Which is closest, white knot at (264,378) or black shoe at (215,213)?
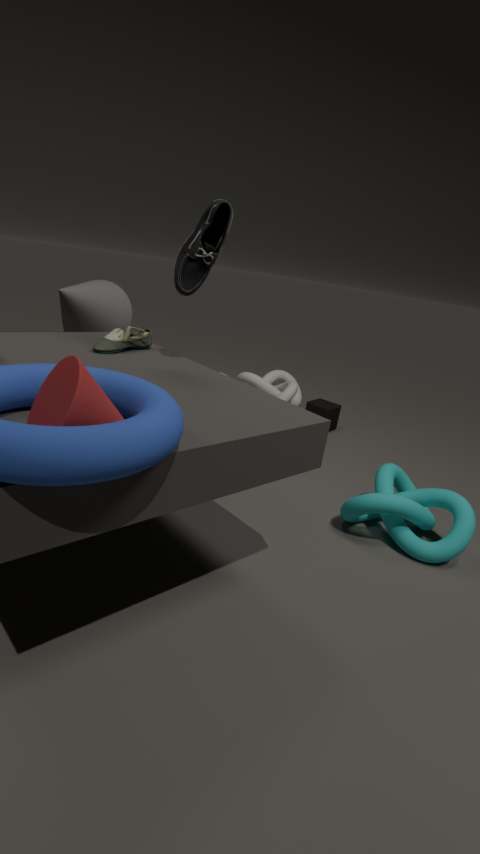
black shoe at (215,213)
